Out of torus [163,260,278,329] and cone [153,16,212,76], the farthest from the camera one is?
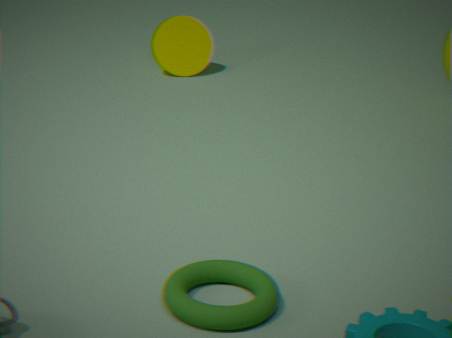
cone [153,16,212,76]
